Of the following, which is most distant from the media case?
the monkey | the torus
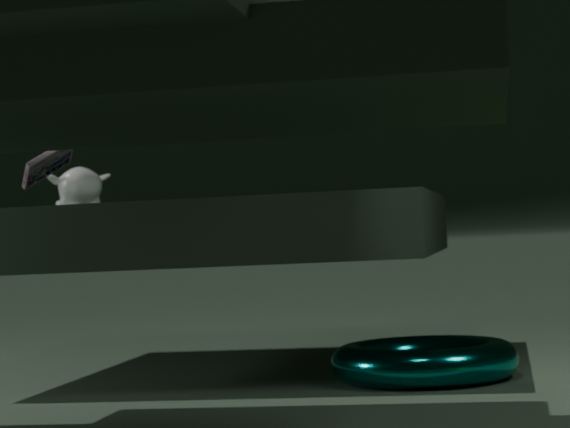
the torus
